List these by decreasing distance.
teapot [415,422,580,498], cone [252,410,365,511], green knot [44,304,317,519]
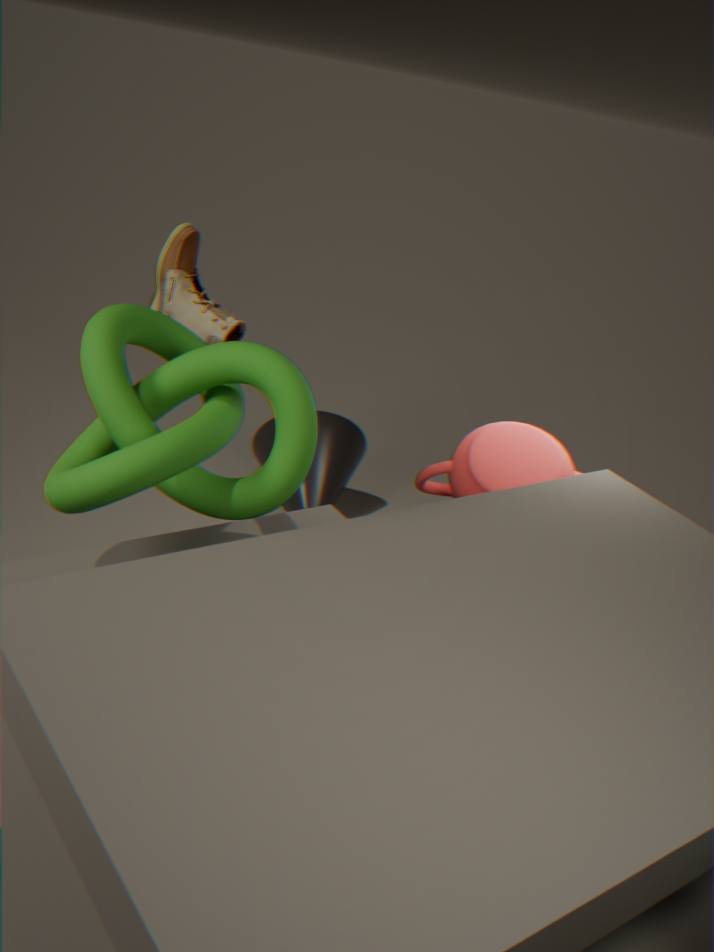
1. cone [252,410,365,511]
2. teapot [415,422,580,498]
3. green knot [44,304,317,519]
